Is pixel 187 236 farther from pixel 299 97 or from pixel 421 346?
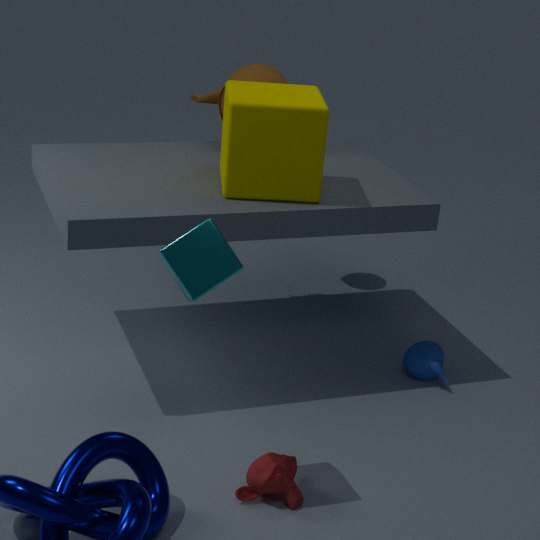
pixel 421 346
